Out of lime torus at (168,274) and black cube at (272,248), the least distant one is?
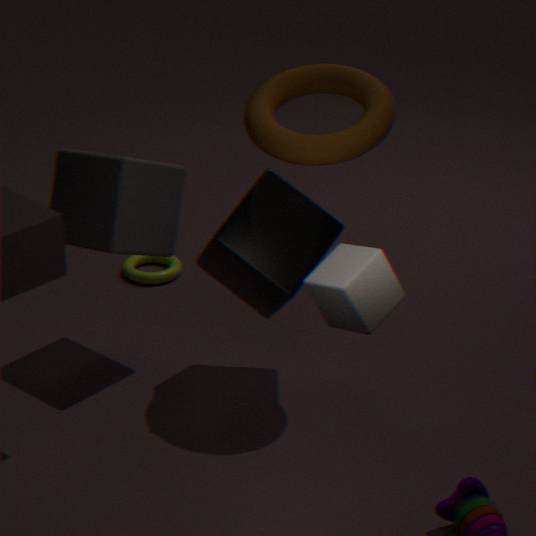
black cube at (272,248)
